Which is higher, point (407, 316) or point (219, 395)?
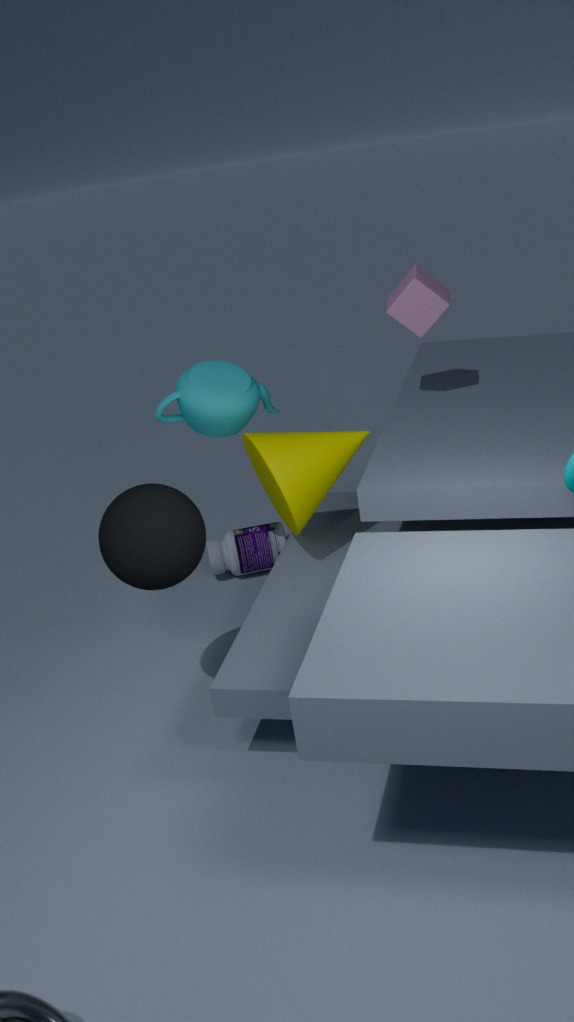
point (407, 316)
